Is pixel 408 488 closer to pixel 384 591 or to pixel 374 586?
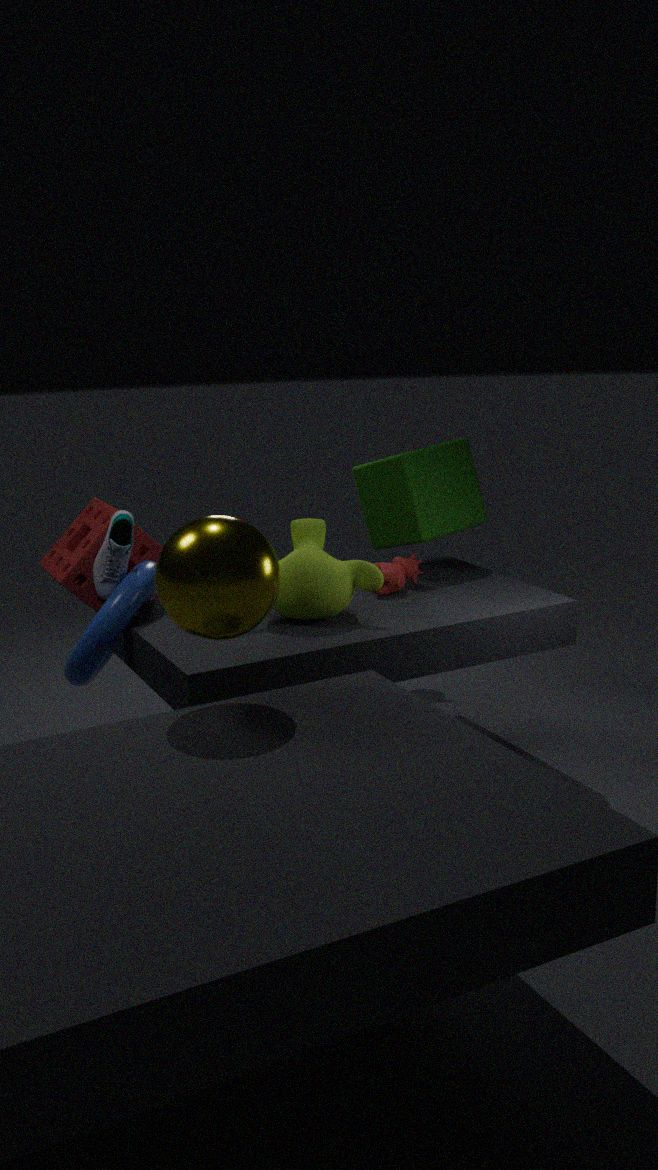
pixel 384 591
